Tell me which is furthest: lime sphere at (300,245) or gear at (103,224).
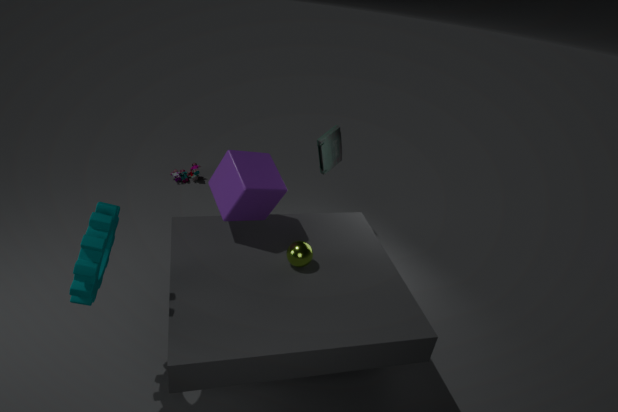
lime sphere at (300,245)
